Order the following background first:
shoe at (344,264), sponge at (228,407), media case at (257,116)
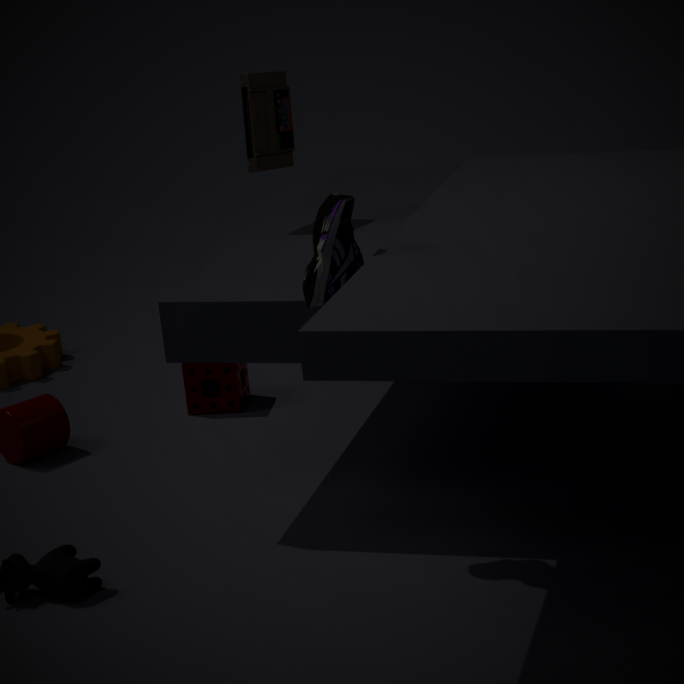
1. sponge at (228,407)
2. media case at (257,116)
3. shoe at (344,264)
